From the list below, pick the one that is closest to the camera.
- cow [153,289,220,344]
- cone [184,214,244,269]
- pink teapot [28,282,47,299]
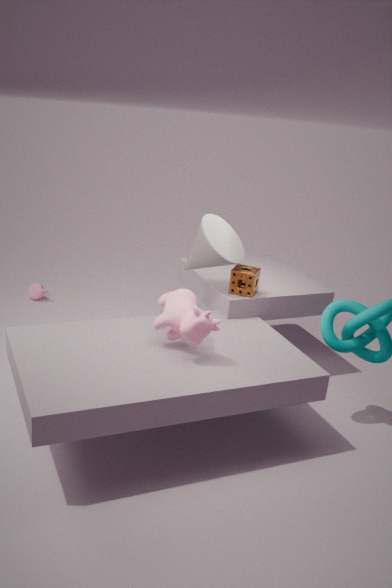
cow [153,289,220,344]
